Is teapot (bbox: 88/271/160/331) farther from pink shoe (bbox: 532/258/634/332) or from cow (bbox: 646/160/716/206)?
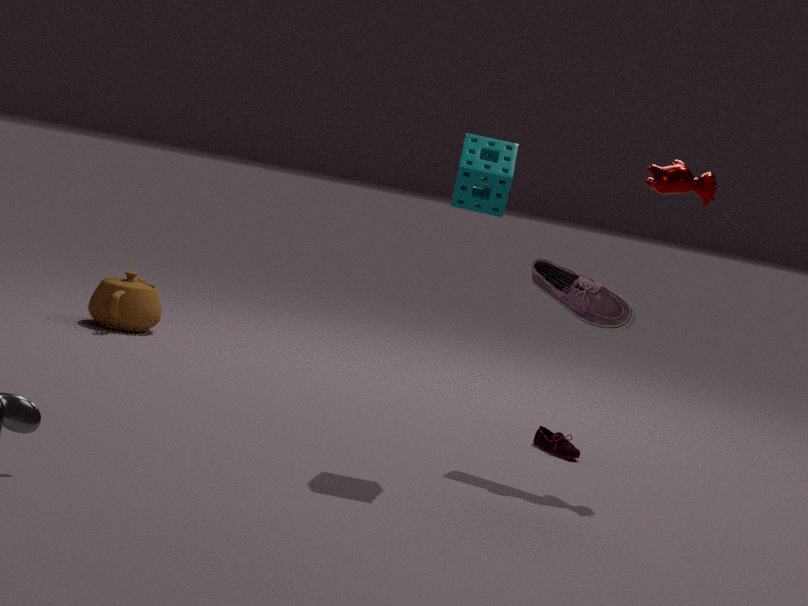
cow (bbox: 646/160/716/206)
